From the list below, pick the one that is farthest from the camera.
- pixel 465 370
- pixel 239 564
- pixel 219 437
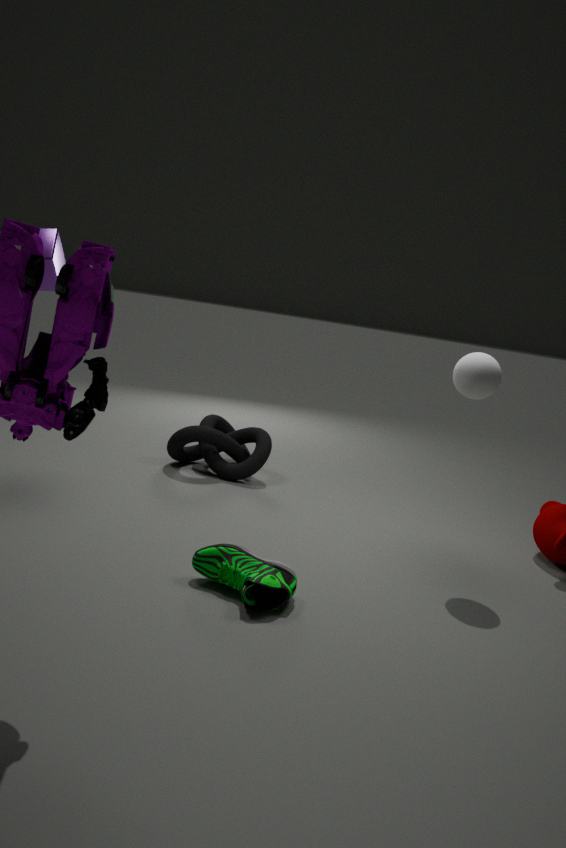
pixel 219 437
